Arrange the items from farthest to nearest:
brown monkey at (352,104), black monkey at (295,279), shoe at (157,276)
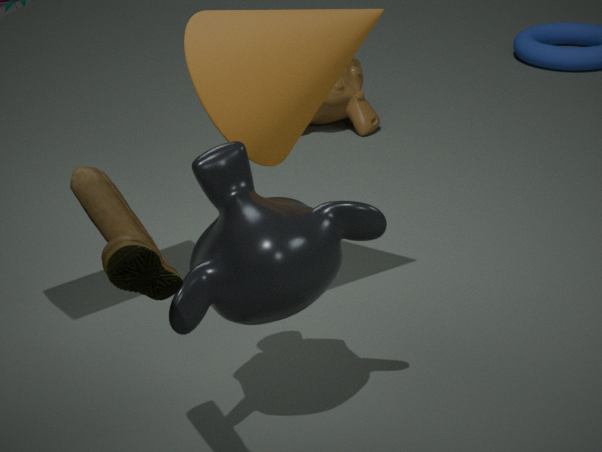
brown monkey at (352,104) < black monkey at (295,279) < shoe at (157,276)
